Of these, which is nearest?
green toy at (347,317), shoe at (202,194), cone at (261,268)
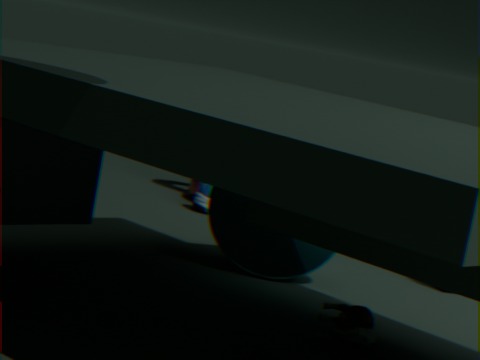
green toy at (347,317)
